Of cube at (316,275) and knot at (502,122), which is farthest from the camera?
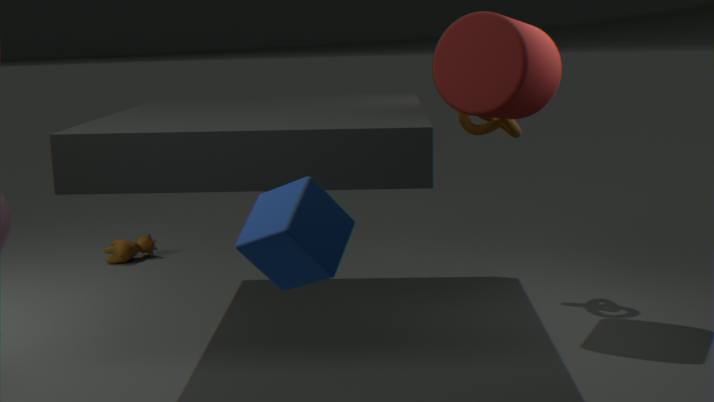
knot at (502,122)
